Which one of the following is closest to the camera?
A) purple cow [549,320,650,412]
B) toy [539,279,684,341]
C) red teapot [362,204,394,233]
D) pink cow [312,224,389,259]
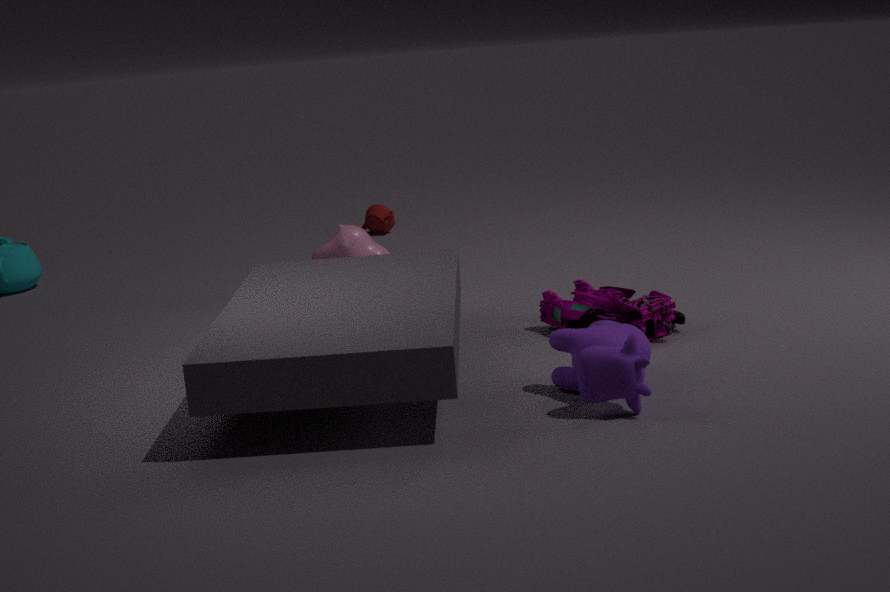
purple cow [549,320,650,412]
